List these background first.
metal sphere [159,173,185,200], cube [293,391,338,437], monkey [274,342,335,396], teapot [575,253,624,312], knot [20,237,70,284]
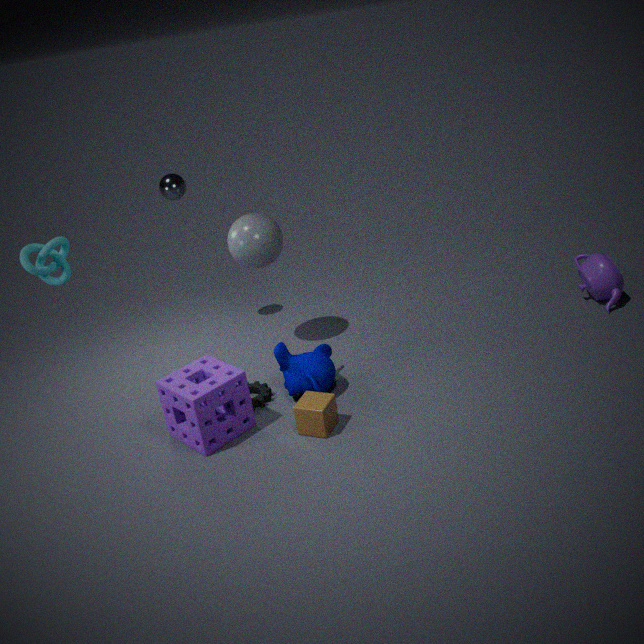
metal sphere [159,173,185,200] < teapot [575,253,624,312] < monkey [274,342,335,396] < cube [293,391,338,437] < knot [20,237,70,284]
